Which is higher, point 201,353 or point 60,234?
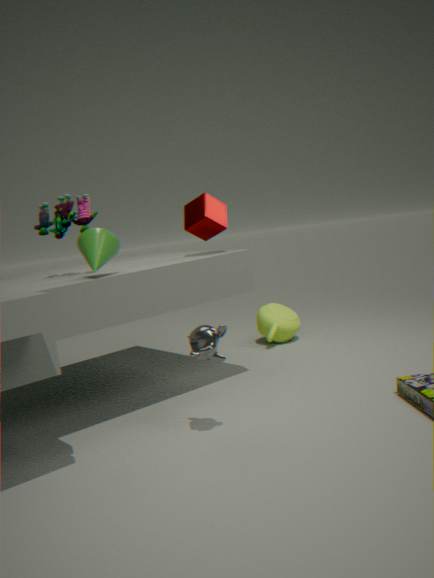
point 60,234
